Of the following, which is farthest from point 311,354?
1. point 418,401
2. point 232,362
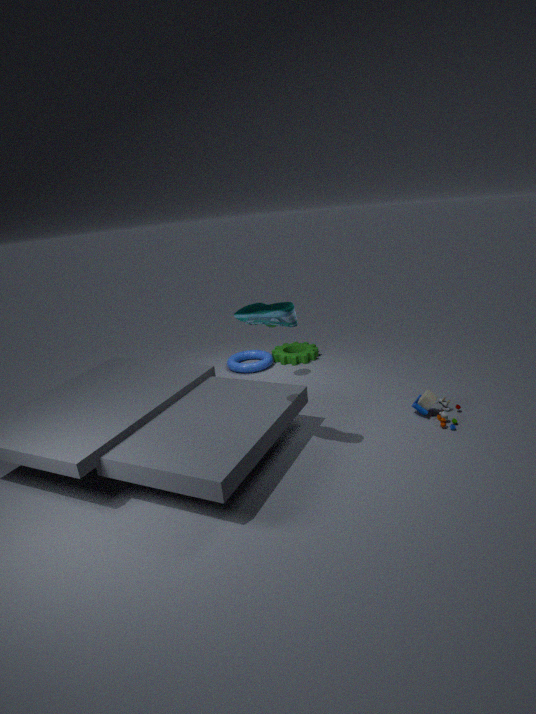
point 418,401
